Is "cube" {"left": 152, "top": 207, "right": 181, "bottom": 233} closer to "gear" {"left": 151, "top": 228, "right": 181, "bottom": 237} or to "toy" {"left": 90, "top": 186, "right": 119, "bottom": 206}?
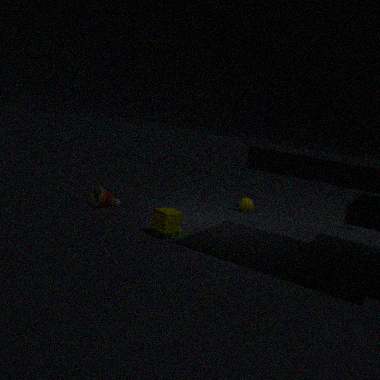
"gear" {"left": 151, "top": 228, "right": 181, "bottom": 237}
